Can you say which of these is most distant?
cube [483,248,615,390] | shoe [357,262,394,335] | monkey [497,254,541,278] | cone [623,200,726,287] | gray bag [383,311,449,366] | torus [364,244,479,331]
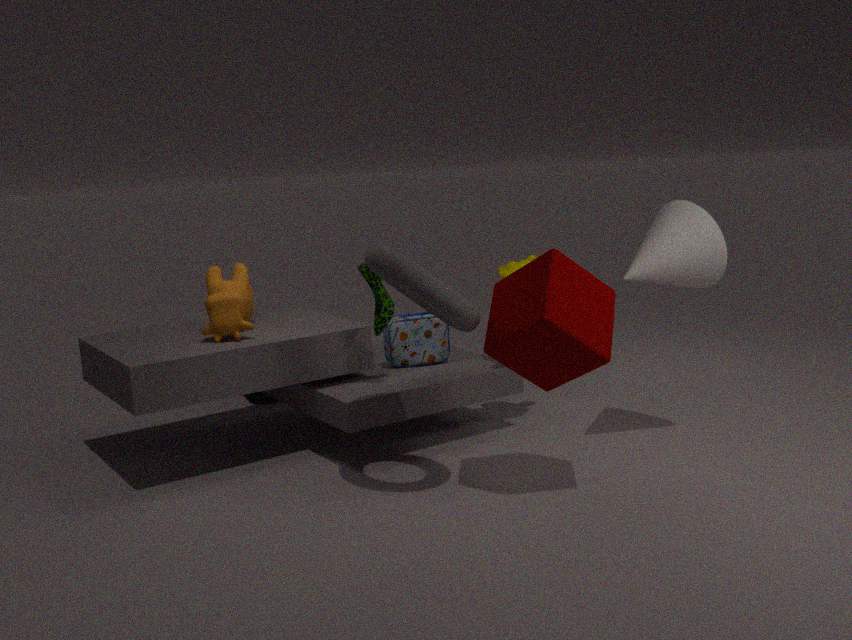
gray bag [383,311,449,366]
